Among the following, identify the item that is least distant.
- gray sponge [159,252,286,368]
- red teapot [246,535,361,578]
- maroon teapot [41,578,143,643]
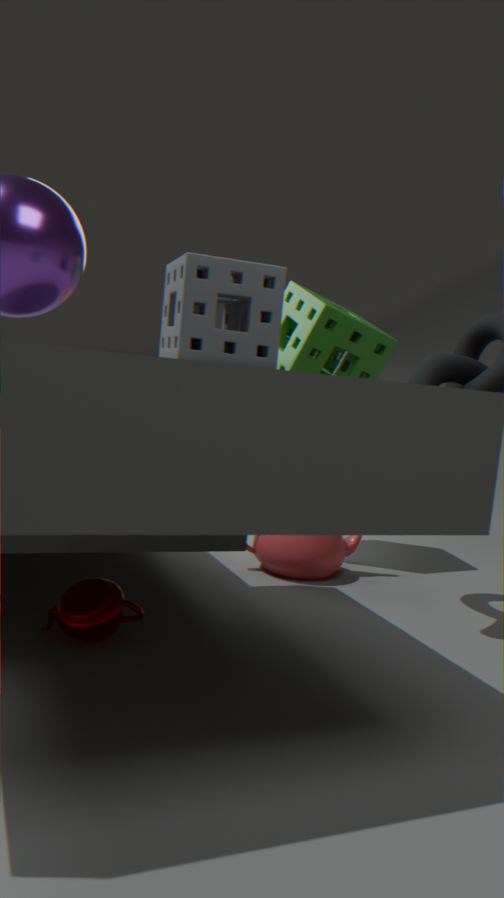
gray sponge [159,252,286,368]
